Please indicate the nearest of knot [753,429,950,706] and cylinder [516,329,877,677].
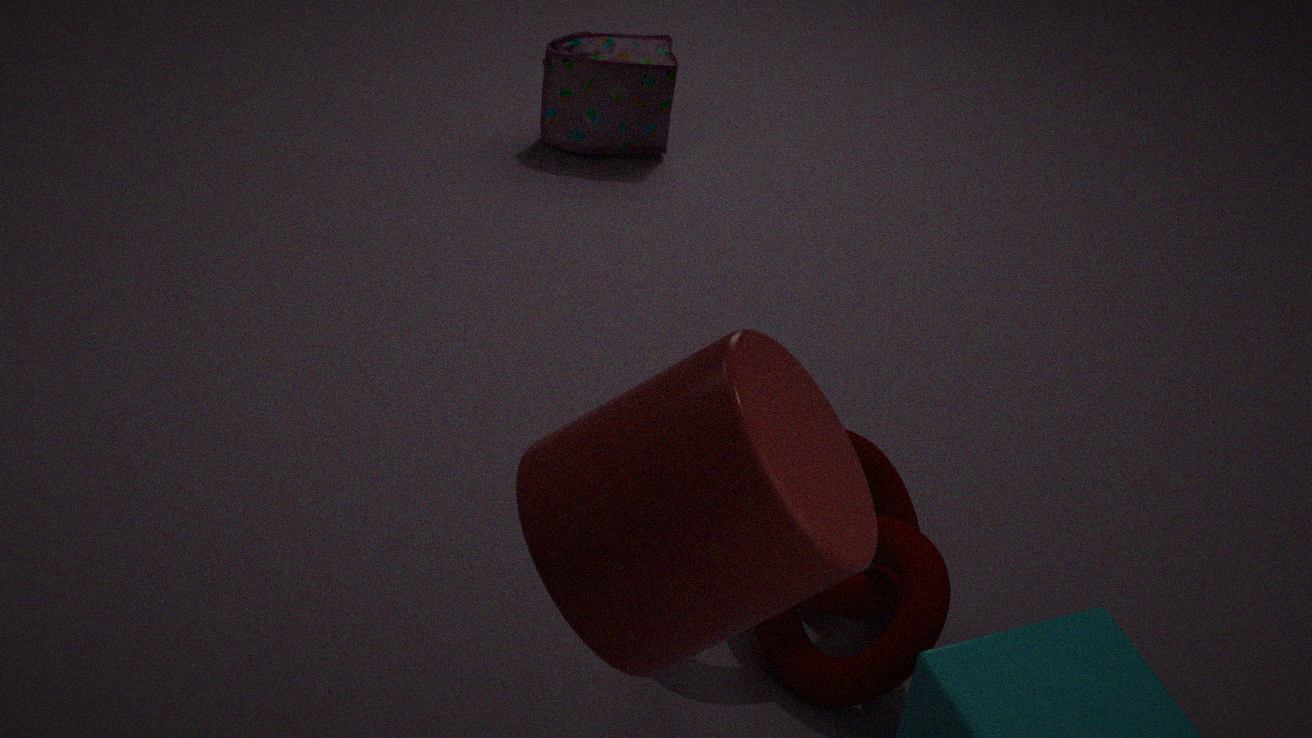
cylinder [516,329,877,677]
